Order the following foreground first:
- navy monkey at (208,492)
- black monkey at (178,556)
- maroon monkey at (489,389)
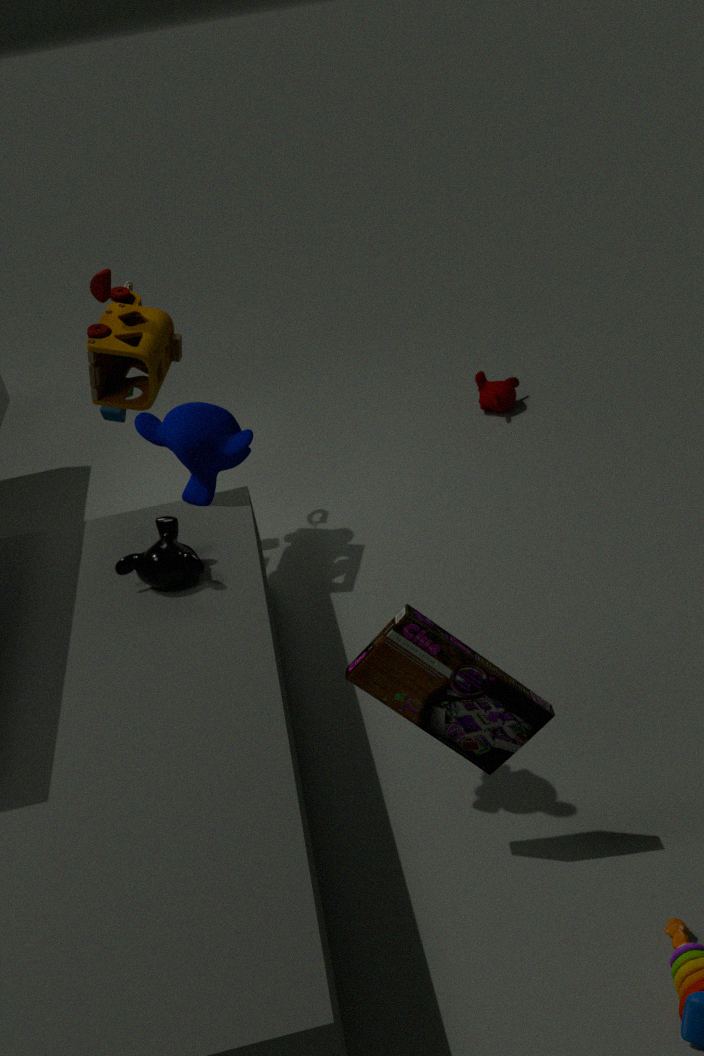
navy monkey at (208,492), black monkey at (178,556), maroon monkey at (489,389)
